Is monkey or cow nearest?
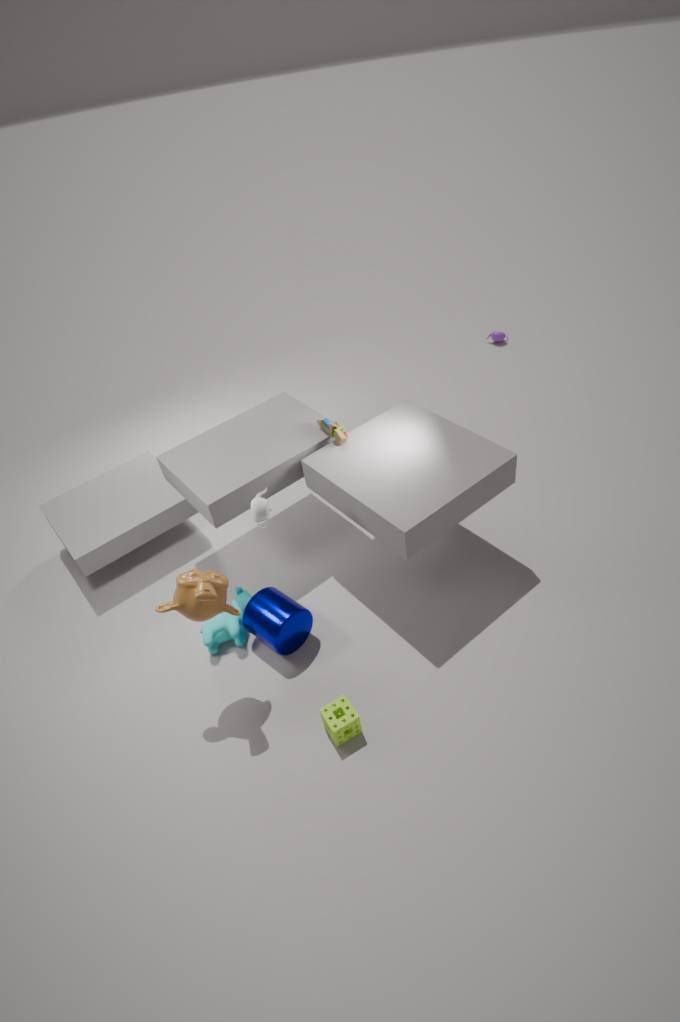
monkey
